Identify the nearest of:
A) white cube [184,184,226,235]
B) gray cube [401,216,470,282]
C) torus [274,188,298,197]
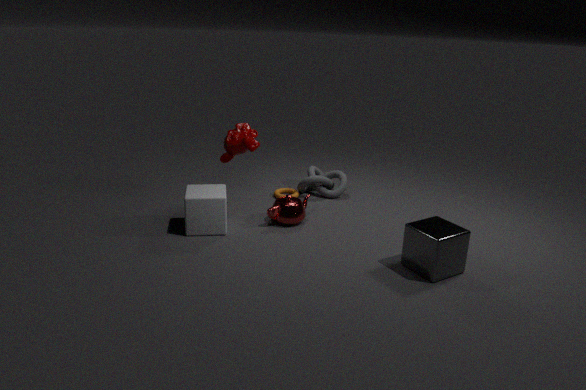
gray cube [401,216,470,282]
